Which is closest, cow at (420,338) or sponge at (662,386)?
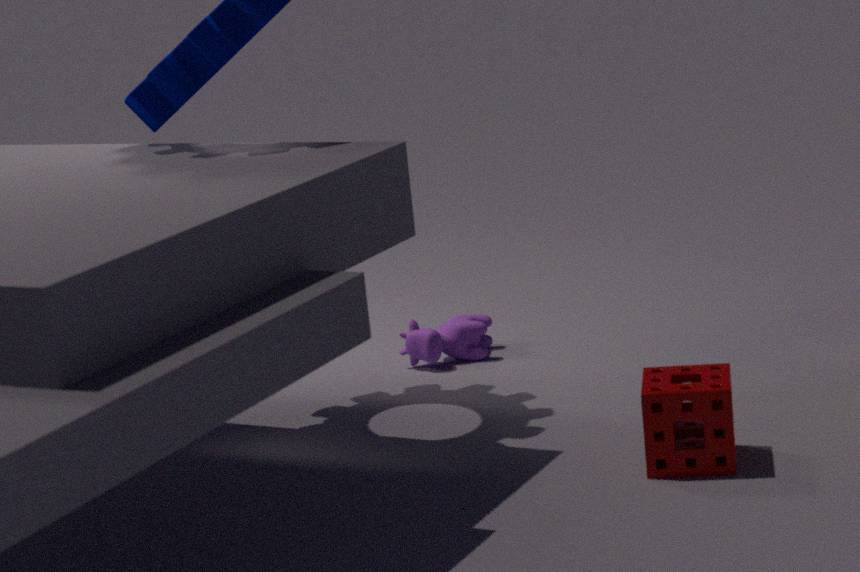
sponge at (662,386)
